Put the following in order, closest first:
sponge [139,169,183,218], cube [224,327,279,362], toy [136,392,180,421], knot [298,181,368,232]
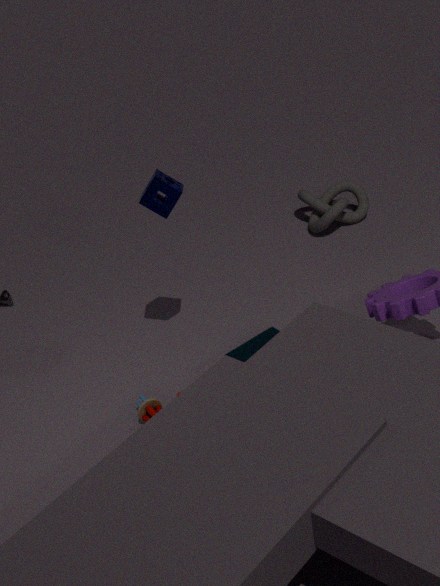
cube [224,327,279,362], toy [136,392,180,421], sponge [139,169,183,218], knot [298,181,368,232]
